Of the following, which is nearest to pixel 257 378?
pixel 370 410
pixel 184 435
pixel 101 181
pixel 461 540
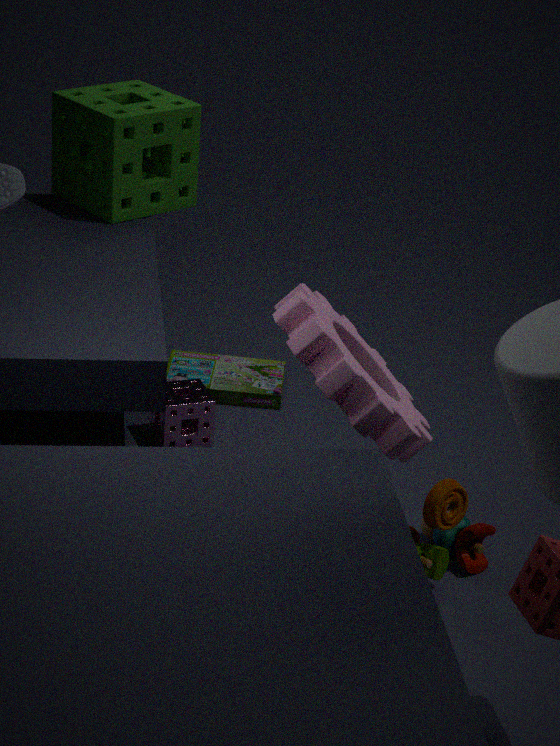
pixel 184 435
